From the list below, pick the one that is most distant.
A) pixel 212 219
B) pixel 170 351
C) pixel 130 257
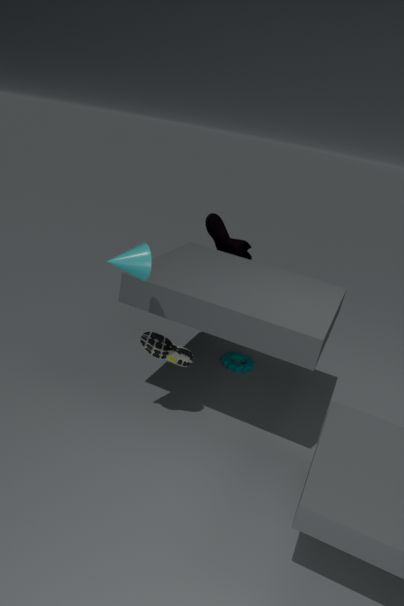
pixel 212 219
